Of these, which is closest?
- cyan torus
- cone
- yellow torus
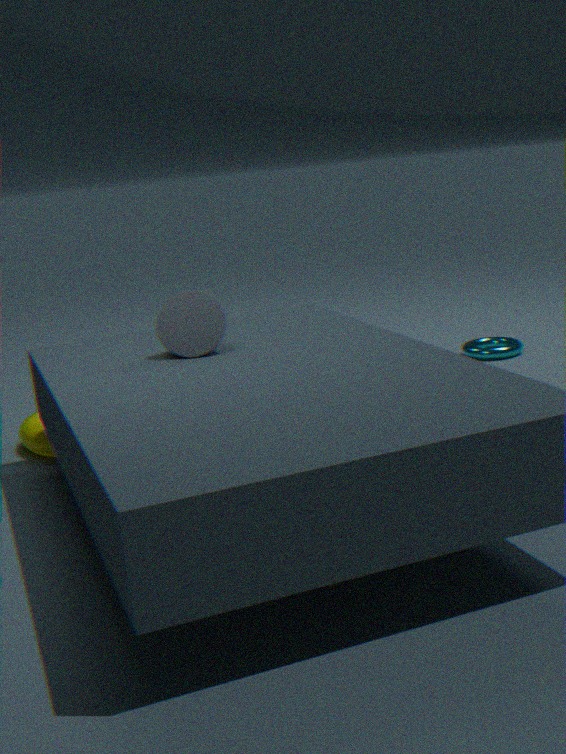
cone
